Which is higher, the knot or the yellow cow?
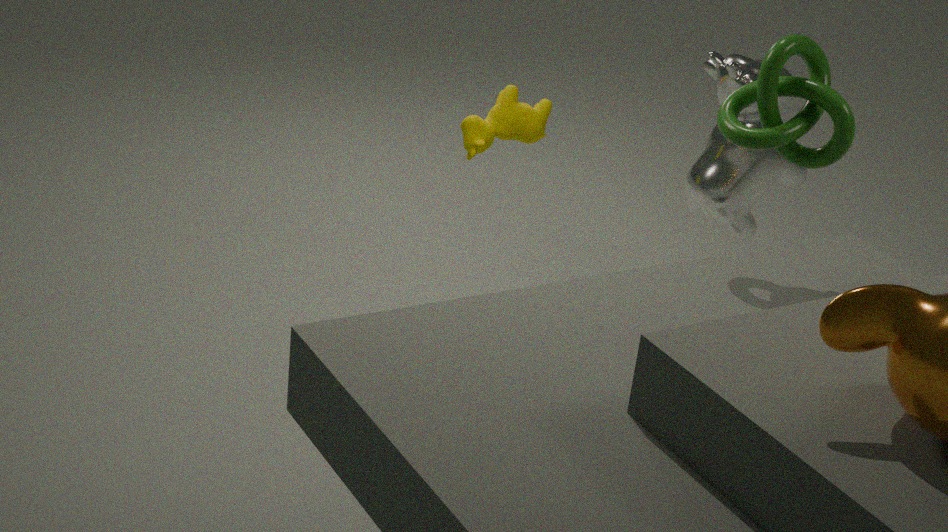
the knot
